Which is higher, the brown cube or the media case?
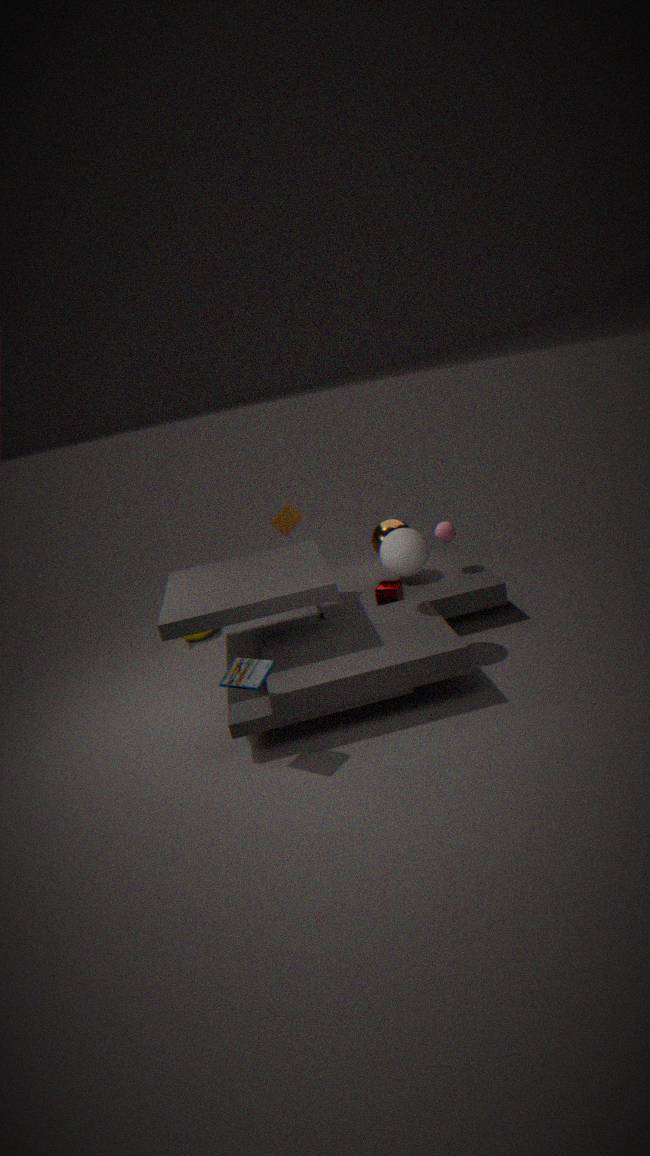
the brown cube
